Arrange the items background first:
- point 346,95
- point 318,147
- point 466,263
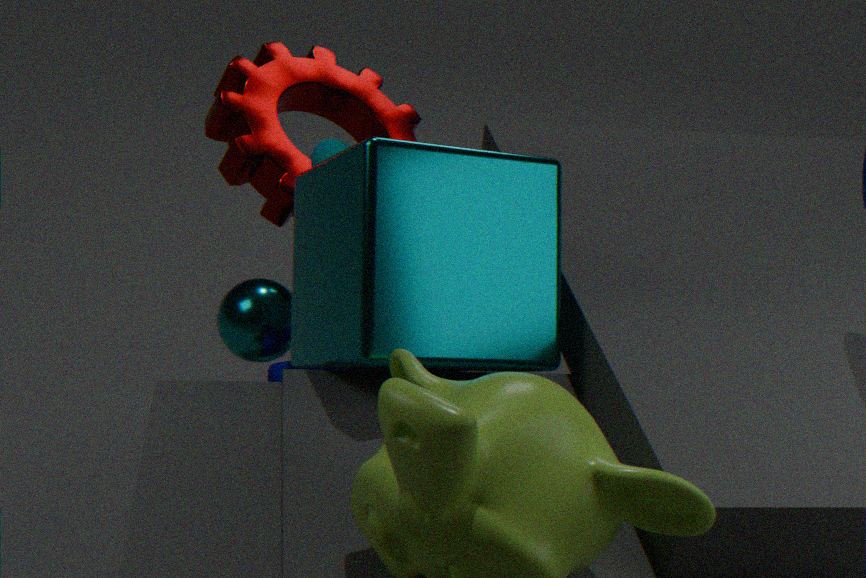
point 346,95 → point 318,147 → point 466,263
